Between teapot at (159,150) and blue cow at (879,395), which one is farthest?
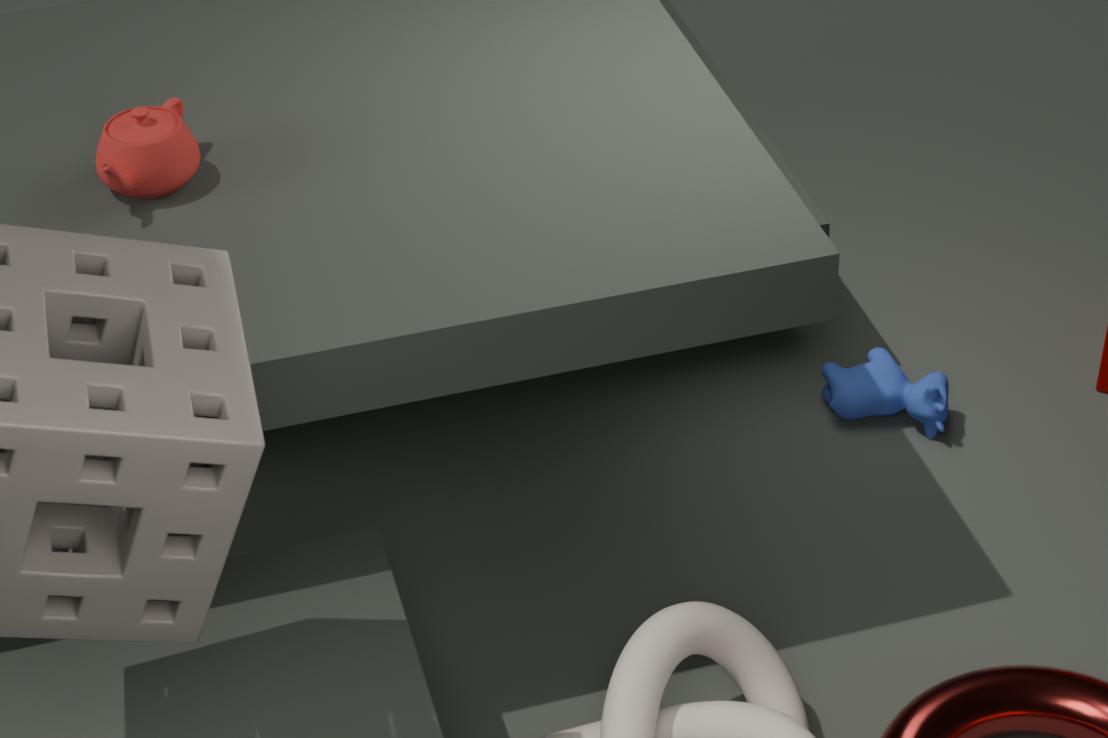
blue cow at (879,395)
